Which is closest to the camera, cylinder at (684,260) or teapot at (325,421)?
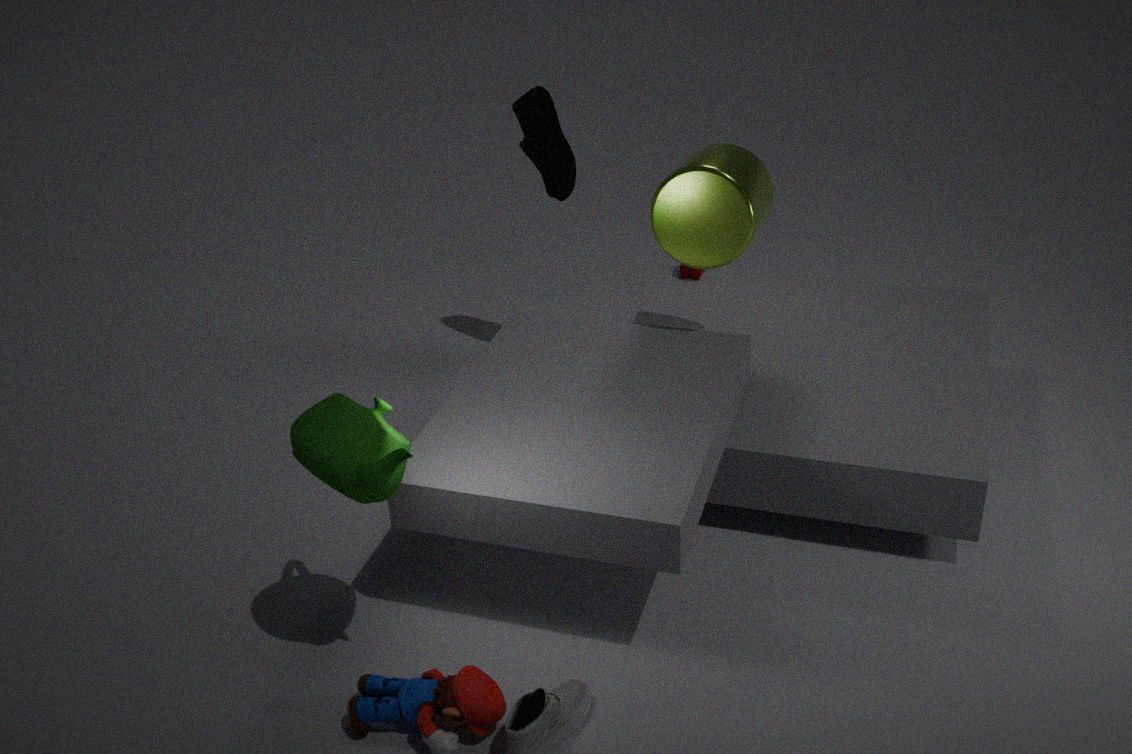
teapot at (325,421)
